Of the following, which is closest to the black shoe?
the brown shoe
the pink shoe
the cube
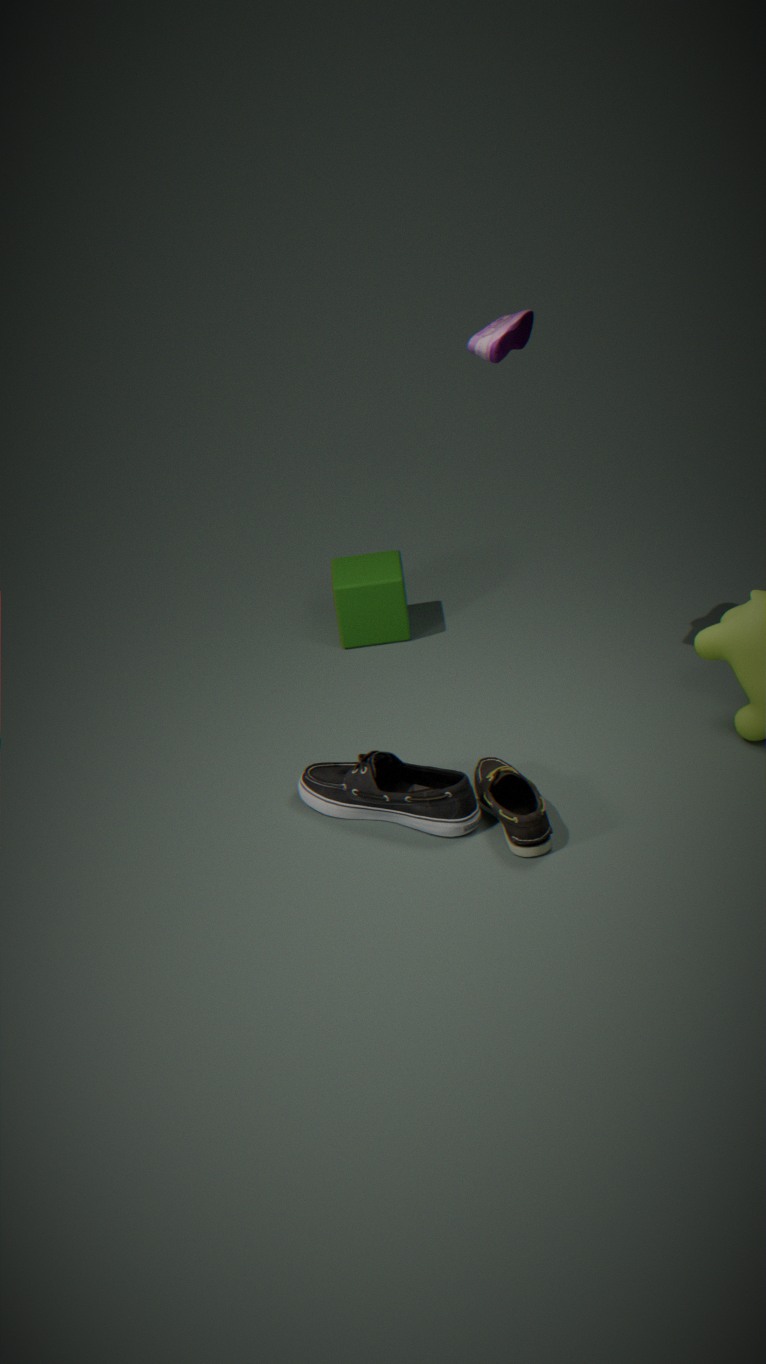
the brown shoe
